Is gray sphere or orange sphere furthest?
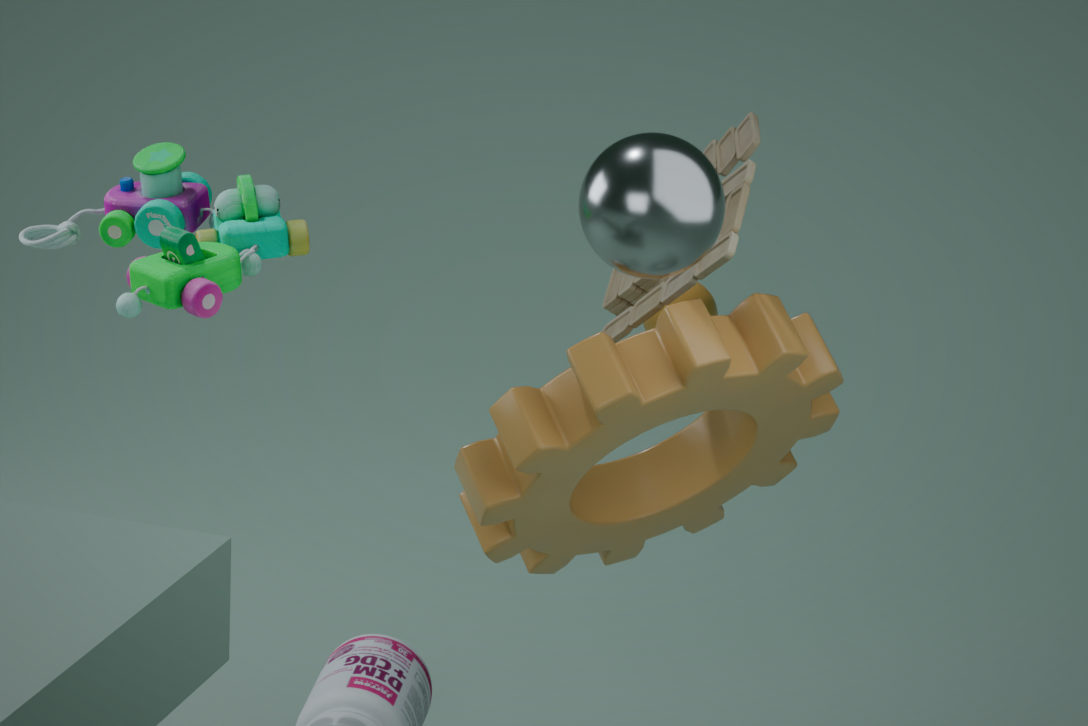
orange sphere
